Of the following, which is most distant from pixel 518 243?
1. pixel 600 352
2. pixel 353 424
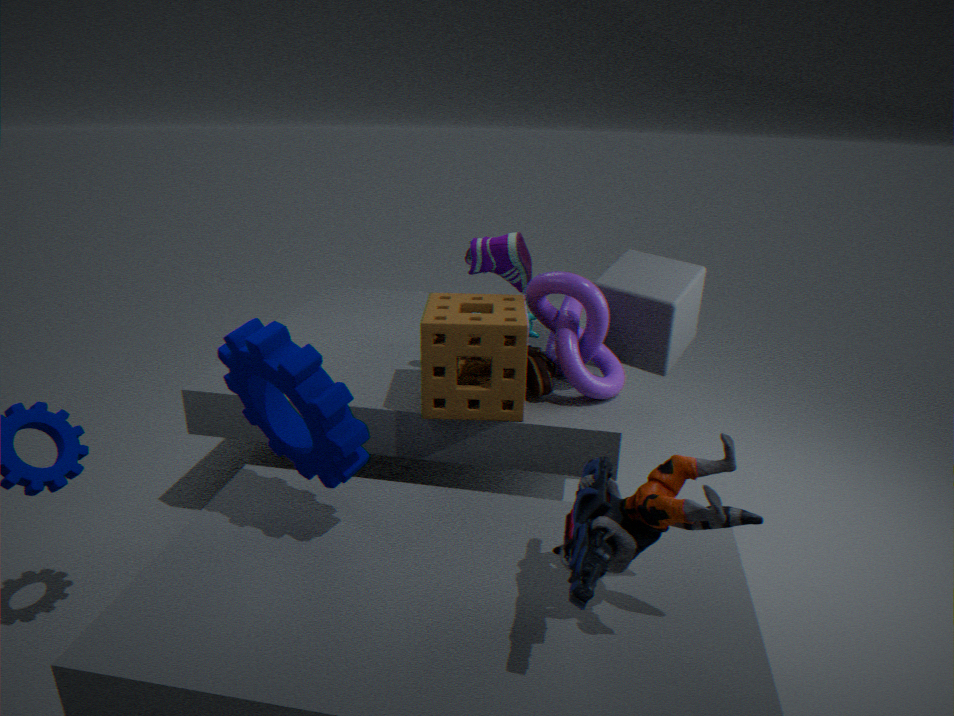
pixel 353 424
